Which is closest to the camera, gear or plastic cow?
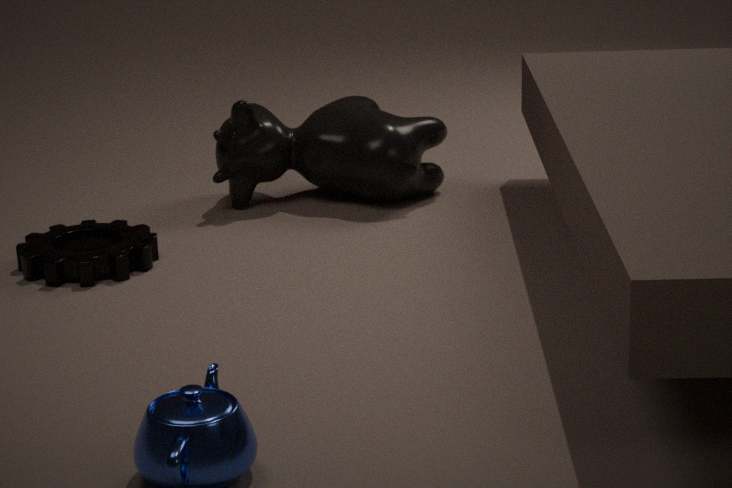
gear
